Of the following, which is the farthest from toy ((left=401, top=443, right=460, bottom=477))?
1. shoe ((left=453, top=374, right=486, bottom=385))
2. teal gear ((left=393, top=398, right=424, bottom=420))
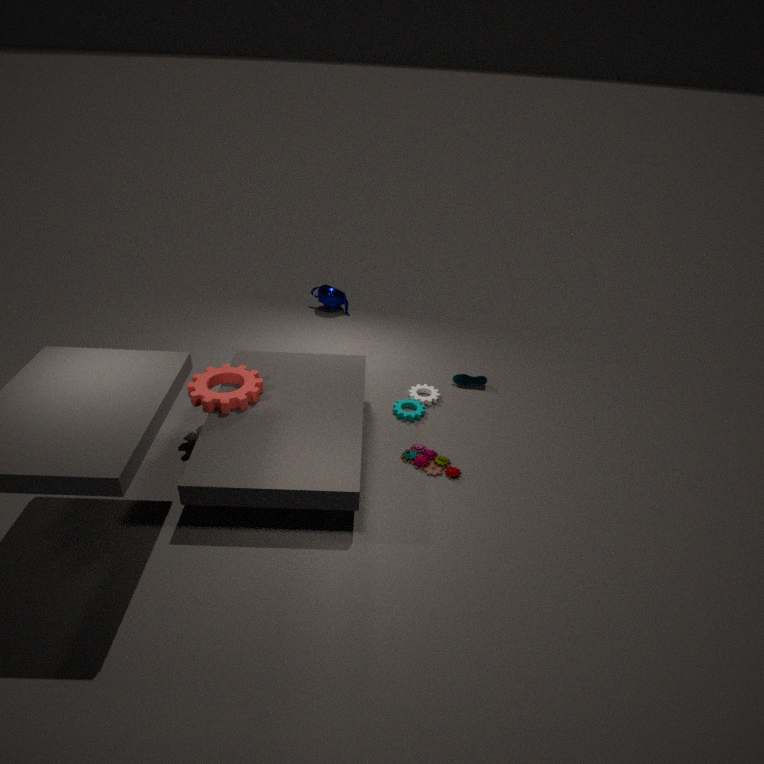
shoe ((left=453, top=374, right=486, bottom=385))
